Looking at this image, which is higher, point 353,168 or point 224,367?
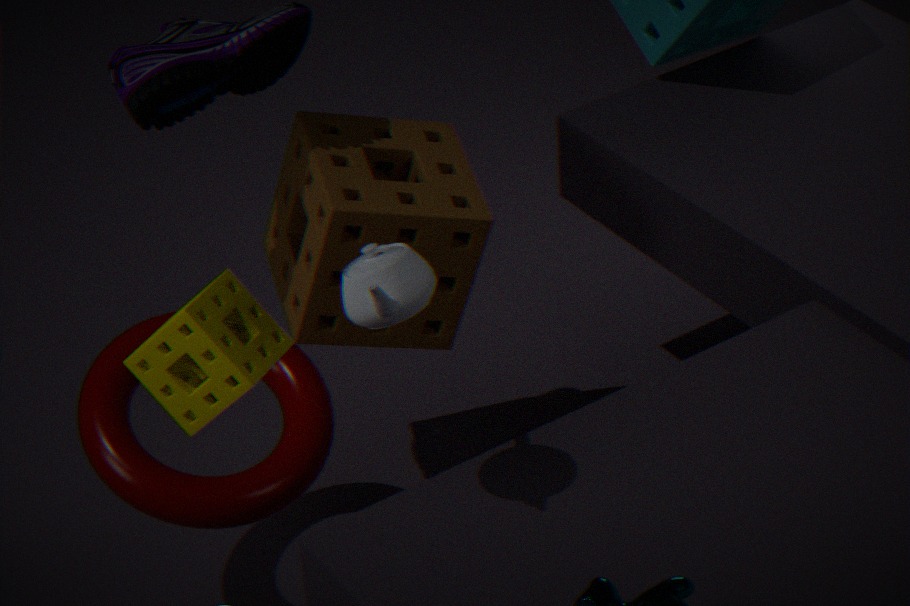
point 224,367
